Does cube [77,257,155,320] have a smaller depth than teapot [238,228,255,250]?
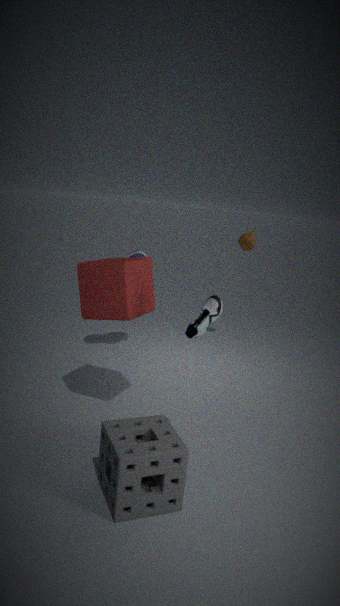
Yes
